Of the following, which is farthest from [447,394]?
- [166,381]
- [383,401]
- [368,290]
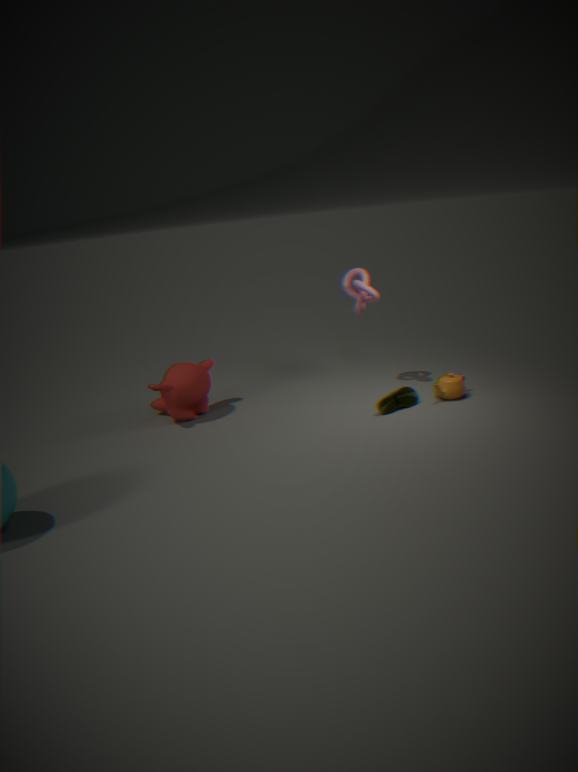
→ [166,381]
